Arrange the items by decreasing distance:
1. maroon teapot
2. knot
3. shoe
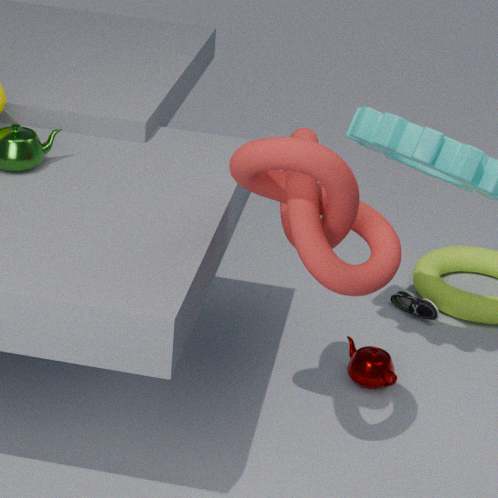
shoe → maroon teapot → knot
